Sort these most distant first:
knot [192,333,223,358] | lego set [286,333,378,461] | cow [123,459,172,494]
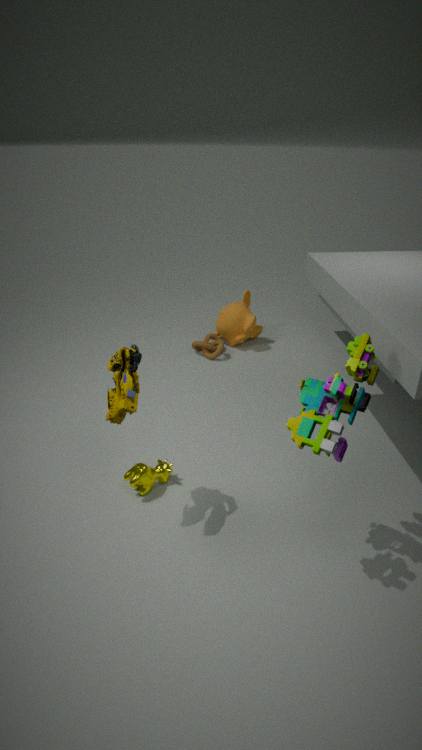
knot [192,333,223,358], cow [123,459,172,494], lego set [286,333,378,461]
